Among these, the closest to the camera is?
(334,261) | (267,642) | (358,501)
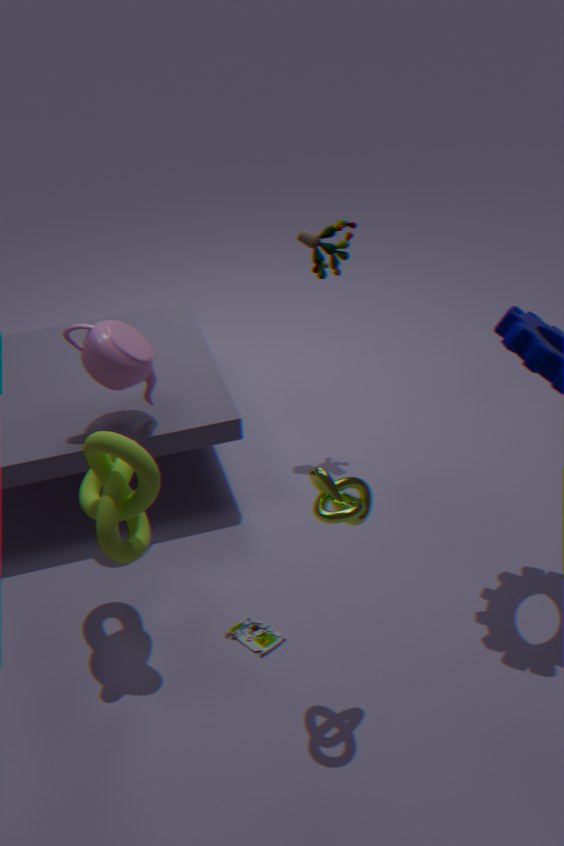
(358,501)
